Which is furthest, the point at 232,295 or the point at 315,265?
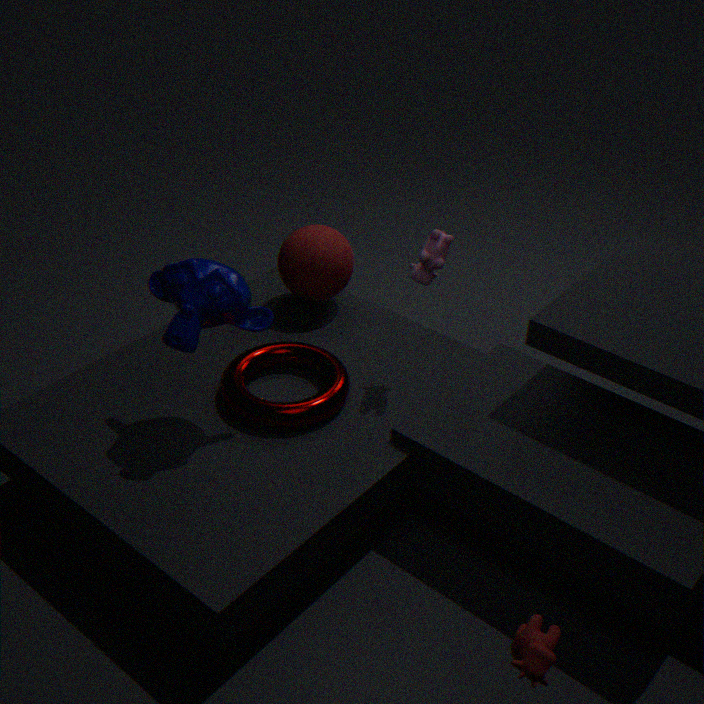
the point at 315,265
